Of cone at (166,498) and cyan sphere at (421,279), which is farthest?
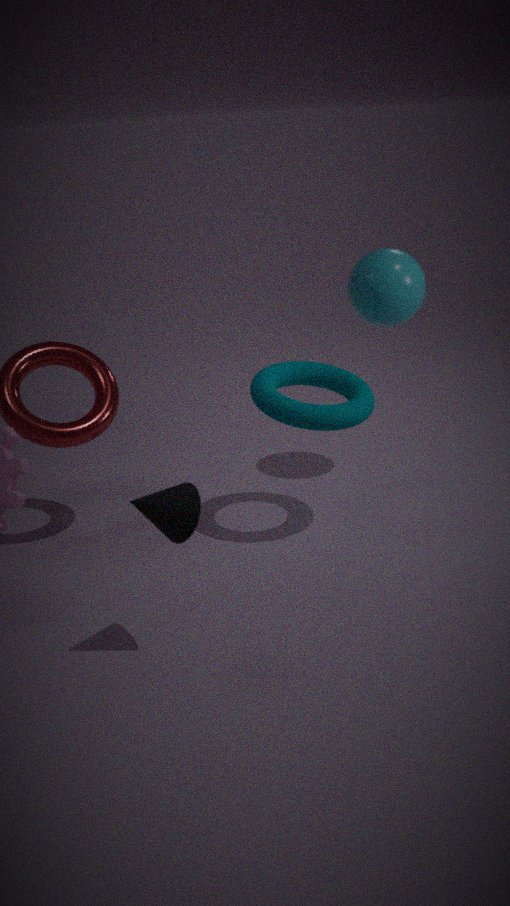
cyan sphere at (421,279)
